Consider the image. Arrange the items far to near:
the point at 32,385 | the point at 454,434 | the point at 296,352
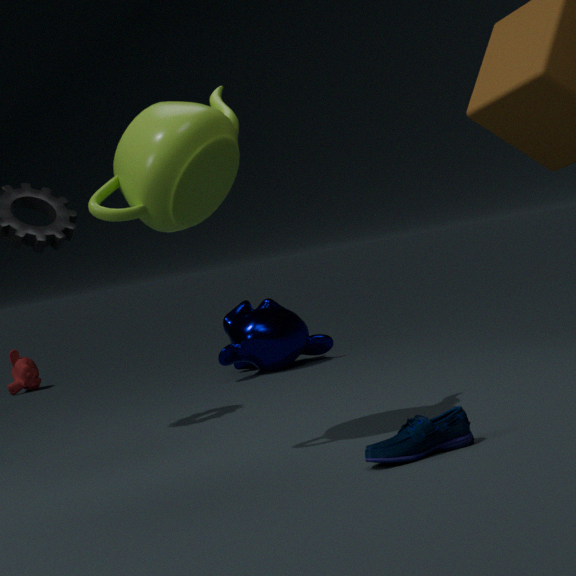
the point at 32,385 < the point at 296,352 < the point at 454,434
